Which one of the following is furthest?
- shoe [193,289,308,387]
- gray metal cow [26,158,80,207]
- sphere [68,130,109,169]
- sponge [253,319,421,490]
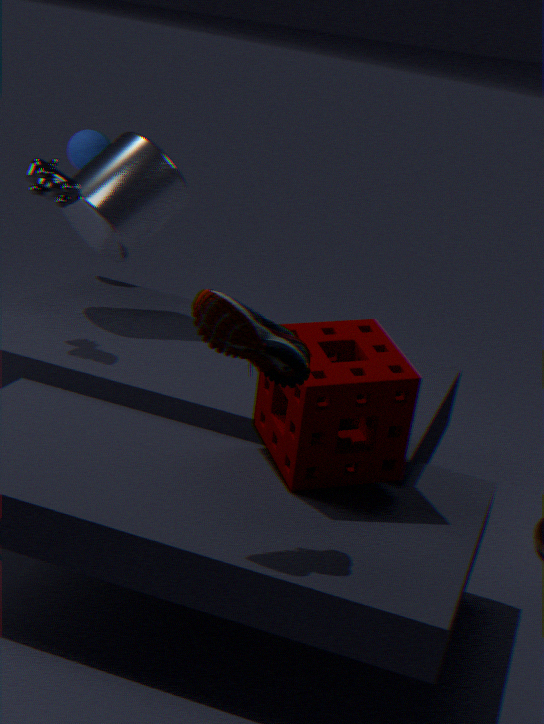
sphere [68,130,109,169]
